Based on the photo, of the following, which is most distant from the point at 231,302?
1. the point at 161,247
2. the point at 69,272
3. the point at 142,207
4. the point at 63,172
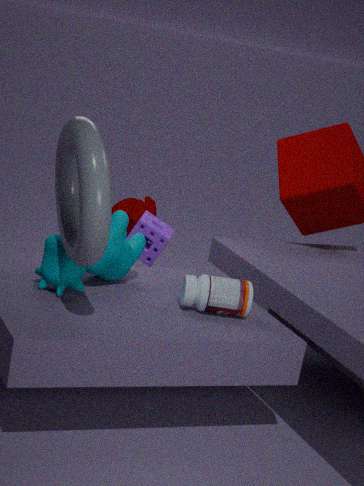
the point at 142,207
